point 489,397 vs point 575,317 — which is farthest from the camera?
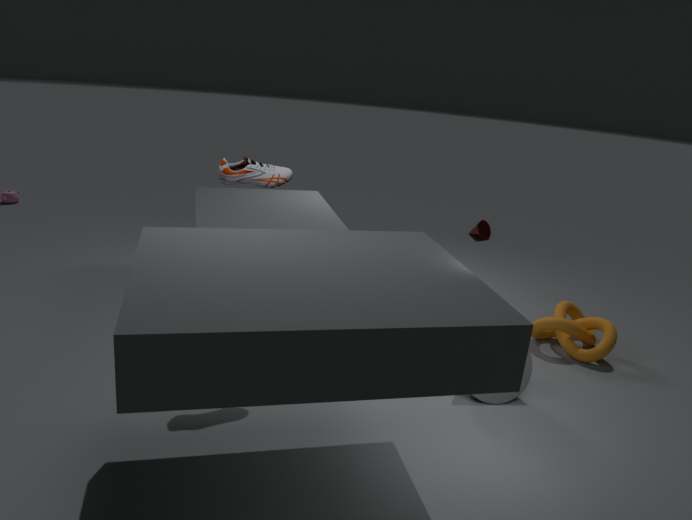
point 575,317
